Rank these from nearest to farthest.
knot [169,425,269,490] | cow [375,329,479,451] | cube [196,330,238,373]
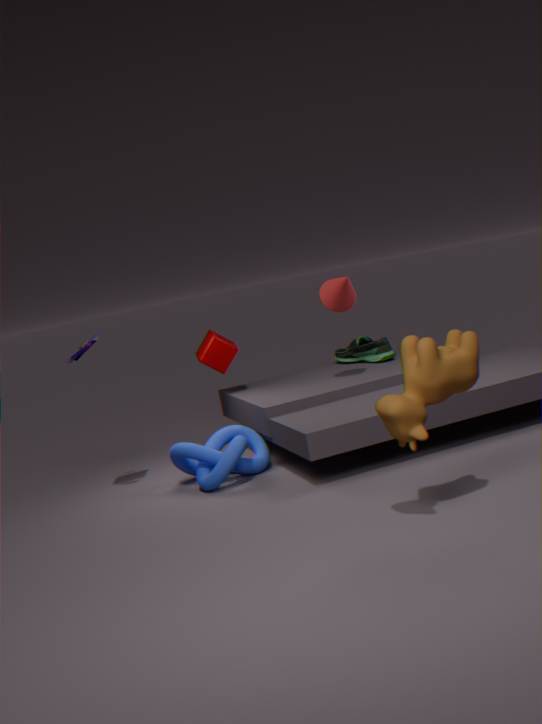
1. cow [375,329,479,451]
2. knot [169,425,269,490]
3. cube [196,330,238,373]
